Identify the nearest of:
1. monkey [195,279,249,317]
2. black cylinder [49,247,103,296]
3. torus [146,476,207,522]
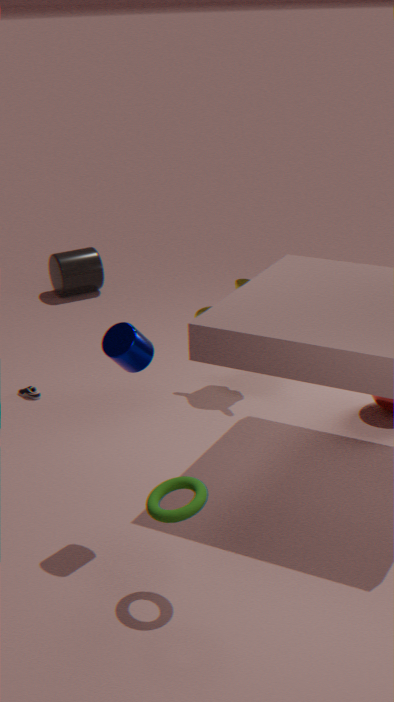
torus [146,476,207,522]
